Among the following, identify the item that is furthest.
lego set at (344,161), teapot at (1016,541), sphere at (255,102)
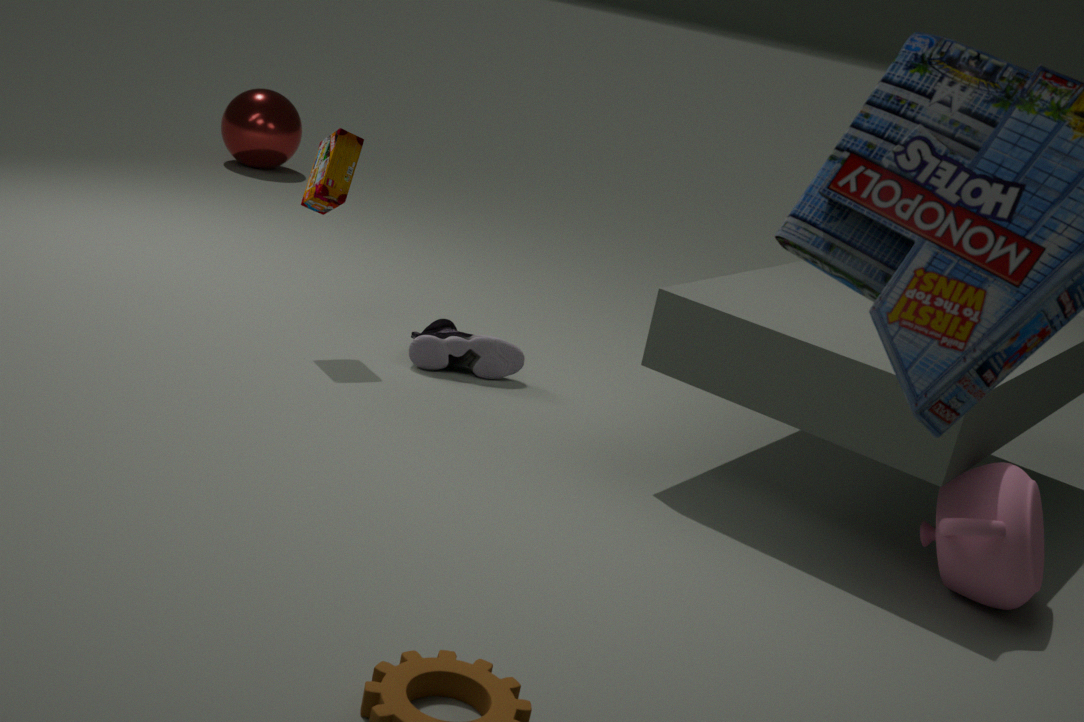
sphere at (255,102)
